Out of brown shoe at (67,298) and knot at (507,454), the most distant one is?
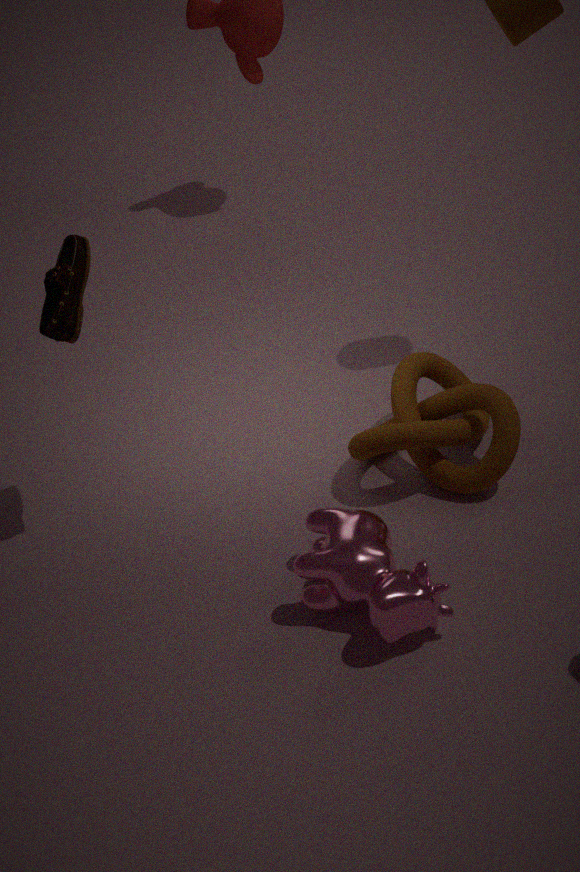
knot at (507,454)
